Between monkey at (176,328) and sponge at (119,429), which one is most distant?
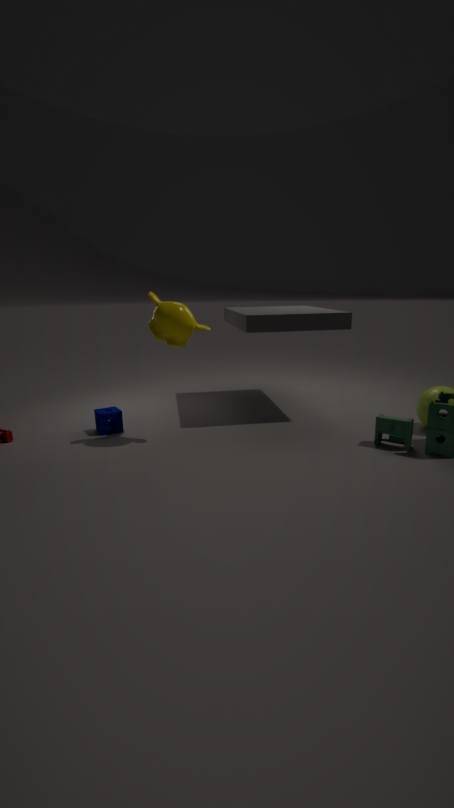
sponge at (119,429)
